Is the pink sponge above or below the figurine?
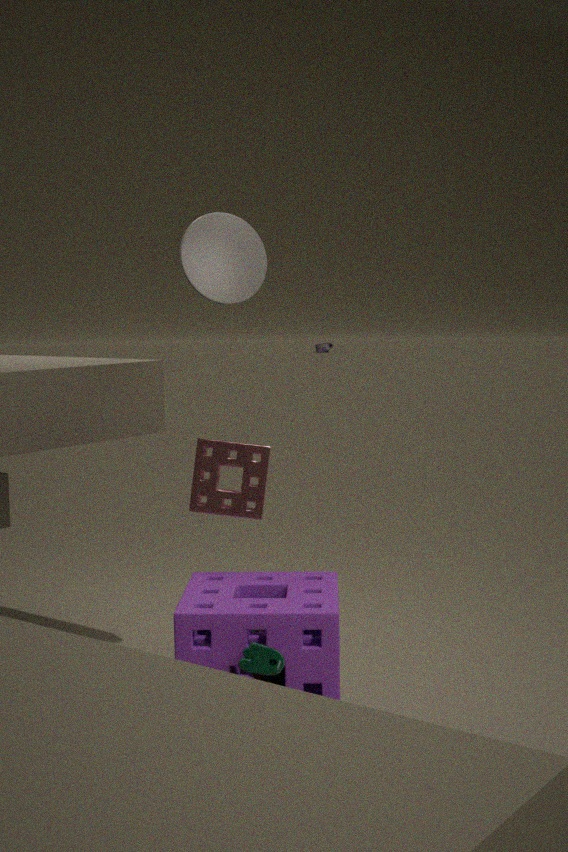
above
